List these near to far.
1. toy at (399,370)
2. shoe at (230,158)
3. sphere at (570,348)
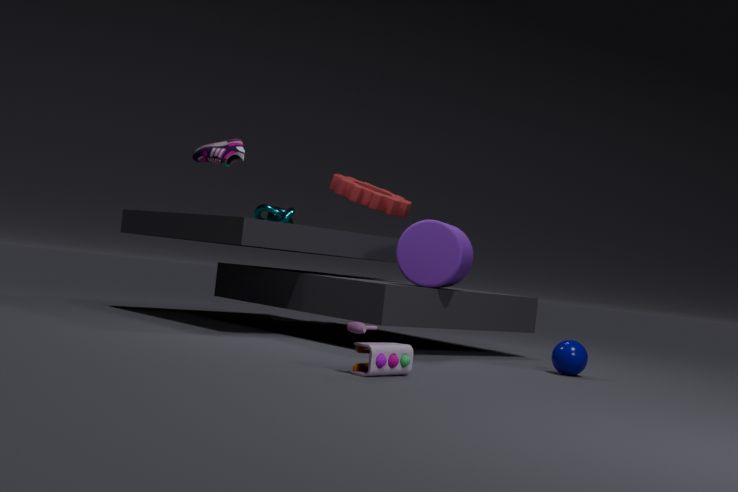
toy at (399,370)
sphere at (570,348)
shoe at (230,158)
